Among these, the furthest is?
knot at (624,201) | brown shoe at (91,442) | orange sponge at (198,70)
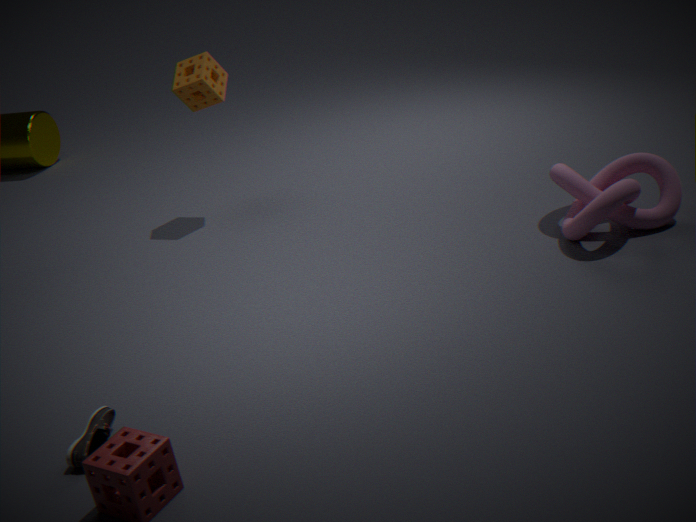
orange sponge at (198,70)
